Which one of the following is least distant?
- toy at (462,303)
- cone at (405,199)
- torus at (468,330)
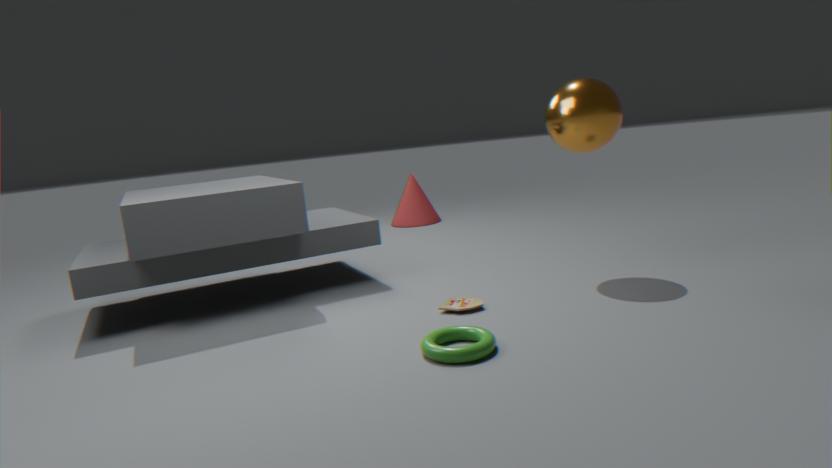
torus at (468,330)
